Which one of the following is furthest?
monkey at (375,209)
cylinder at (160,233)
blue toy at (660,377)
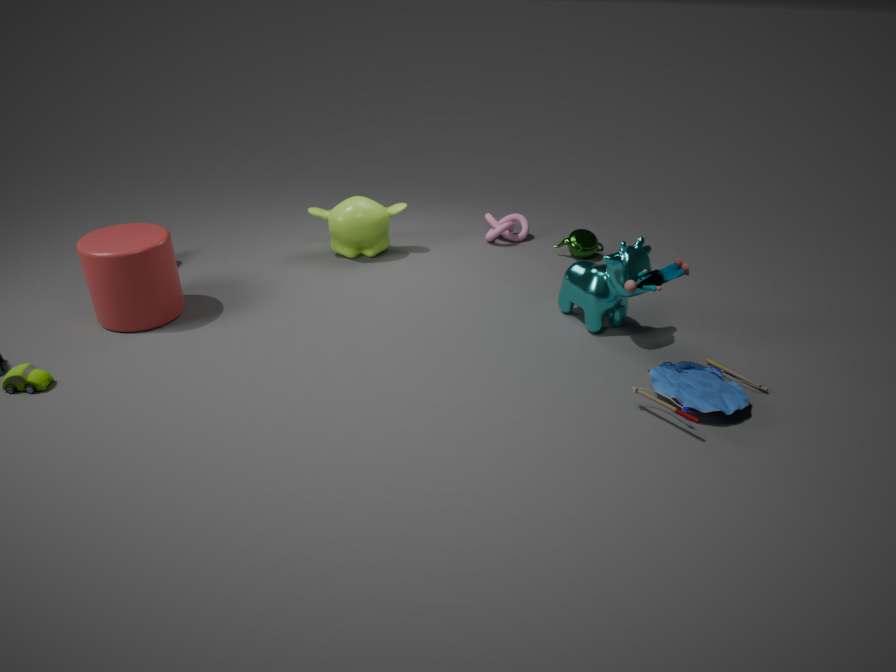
monkey at (375,209)
